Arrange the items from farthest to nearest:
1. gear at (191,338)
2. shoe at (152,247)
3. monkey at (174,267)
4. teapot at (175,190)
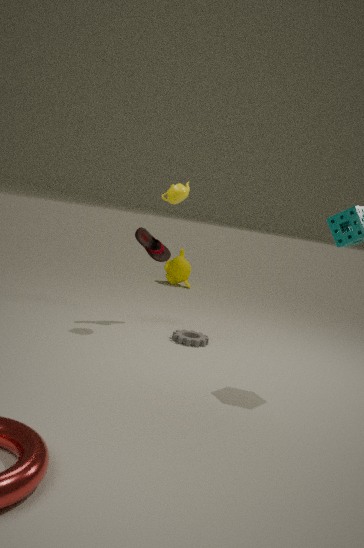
monkey at (174,267)
shoe at (152,247)
gear at (191,338)
teapot at (175,190)
